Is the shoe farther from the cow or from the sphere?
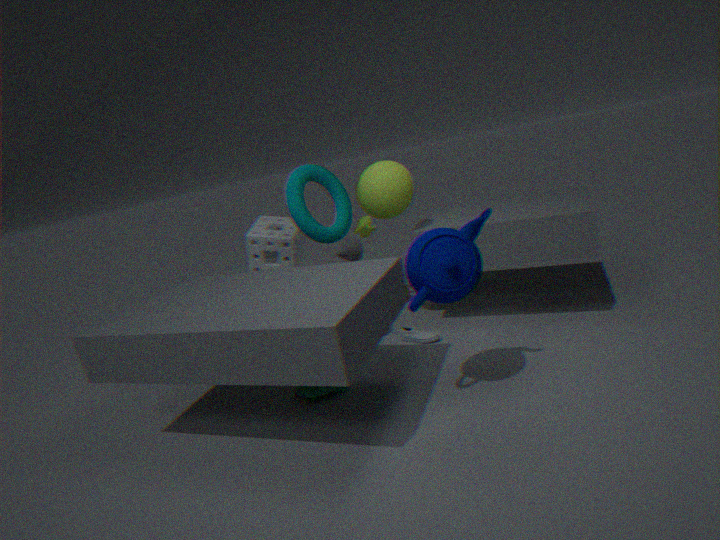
the cow
